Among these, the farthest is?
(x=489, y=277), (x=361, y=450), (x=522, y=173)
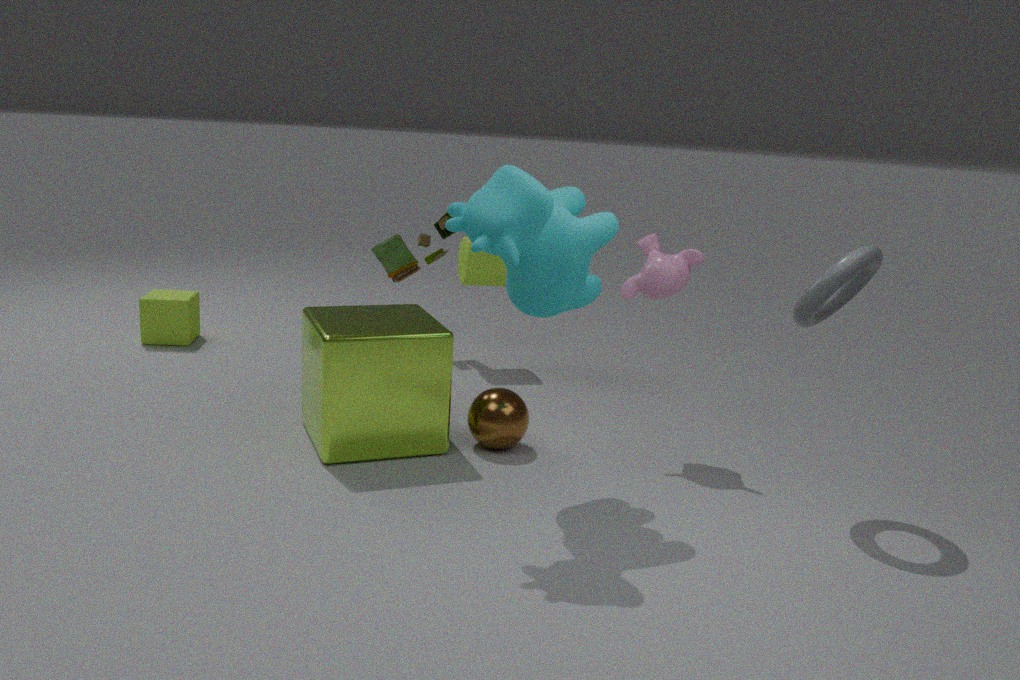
(x=489, y=277)
